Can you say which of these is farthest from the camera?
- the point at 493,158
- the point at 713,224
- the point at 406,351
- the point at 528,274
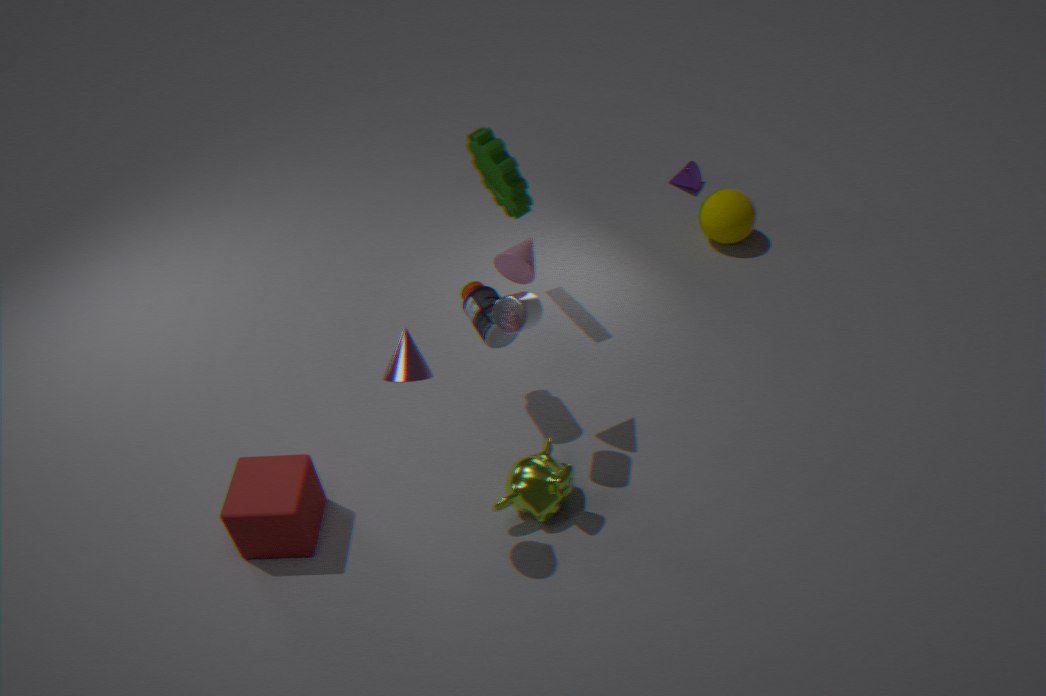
the point at 713,224
